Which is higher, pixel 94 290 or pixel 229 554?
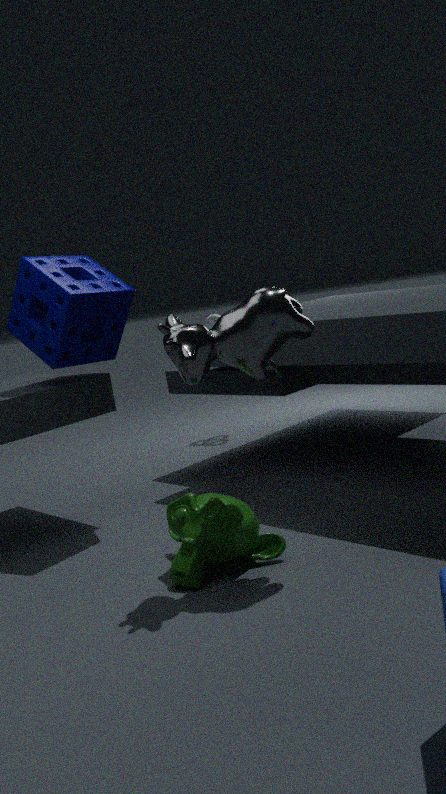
pixel 94 290
